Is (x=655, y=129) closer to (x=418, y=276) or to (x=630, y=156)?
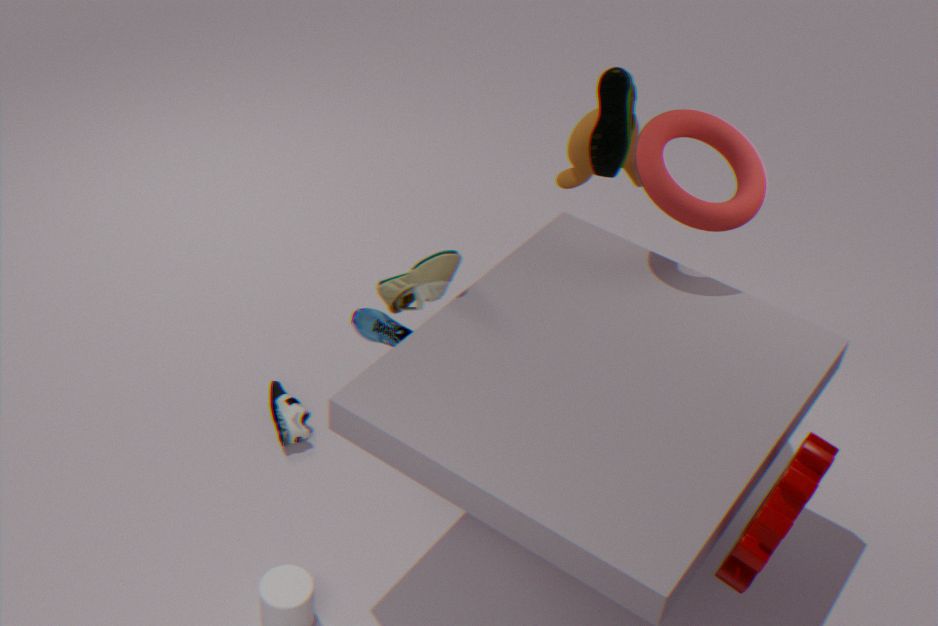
(x=630, y=156)
